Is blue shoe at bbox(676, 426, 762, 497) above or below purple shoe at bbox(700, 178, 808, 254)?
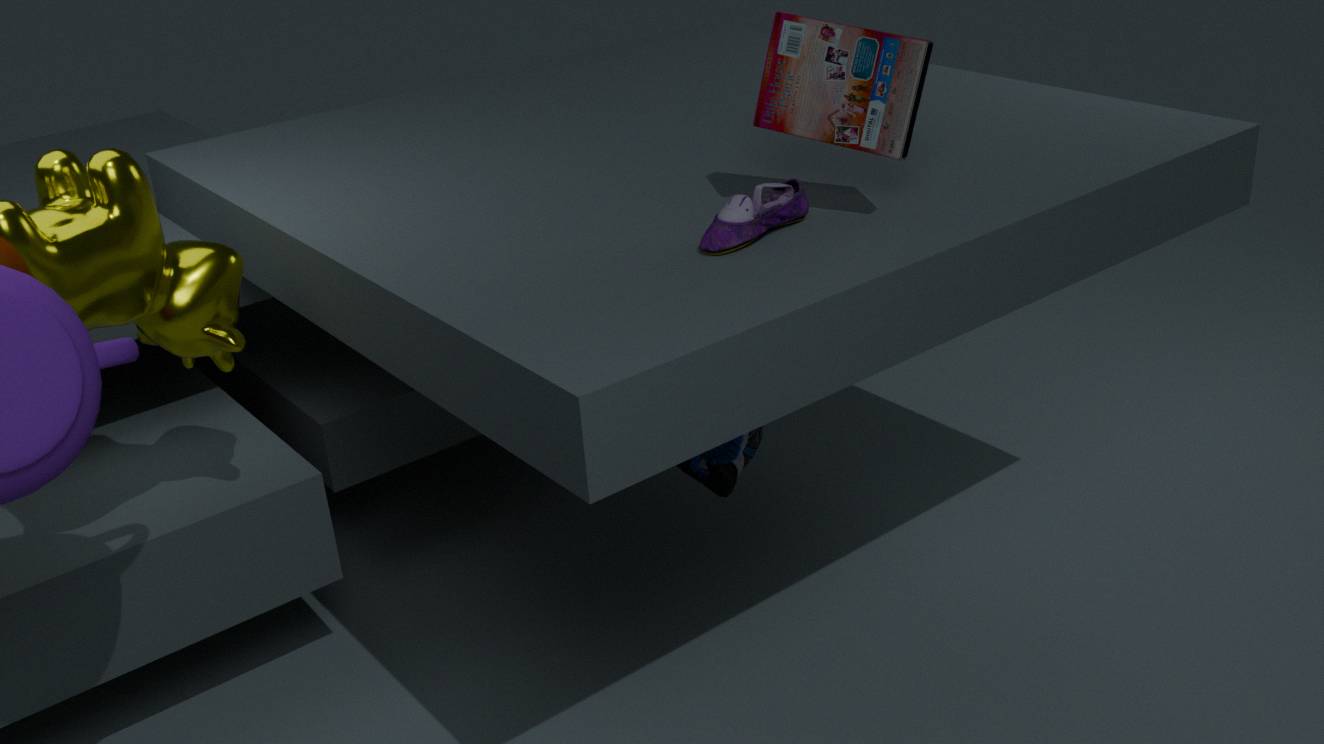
below
